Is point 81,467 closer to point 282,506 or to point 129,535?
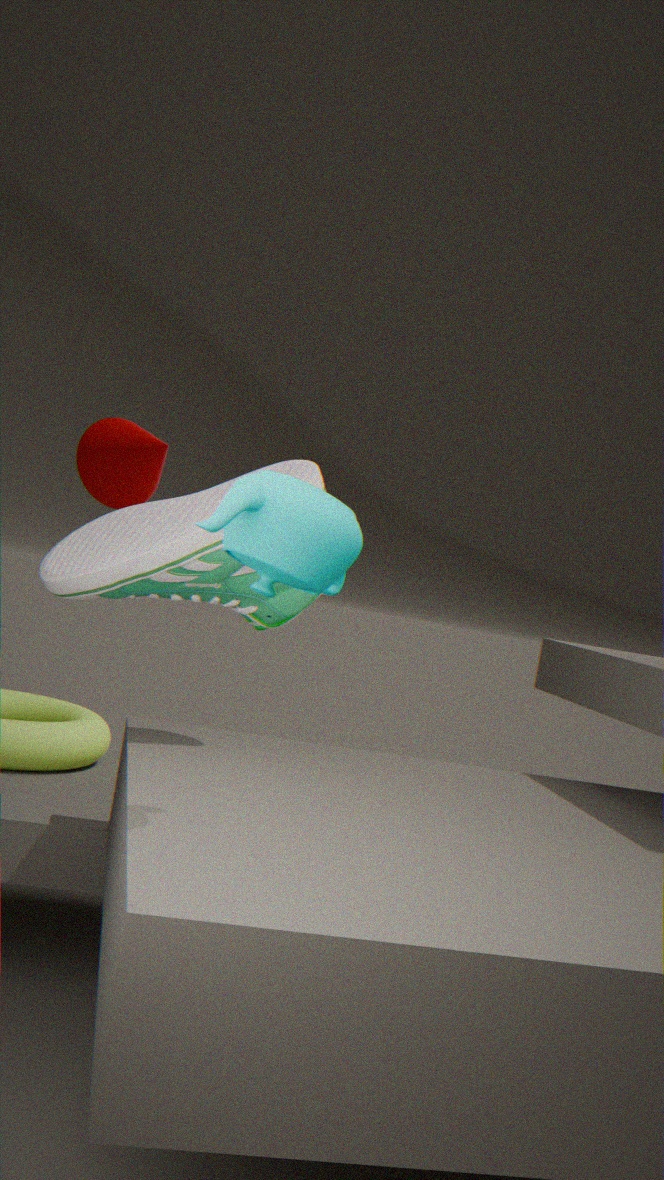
point 129,535
